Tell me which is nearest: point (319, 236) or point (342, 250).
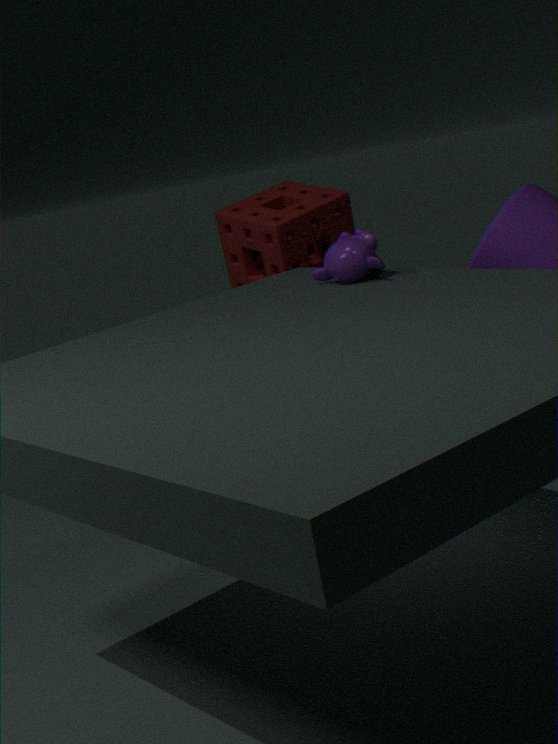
point (342, 250)
